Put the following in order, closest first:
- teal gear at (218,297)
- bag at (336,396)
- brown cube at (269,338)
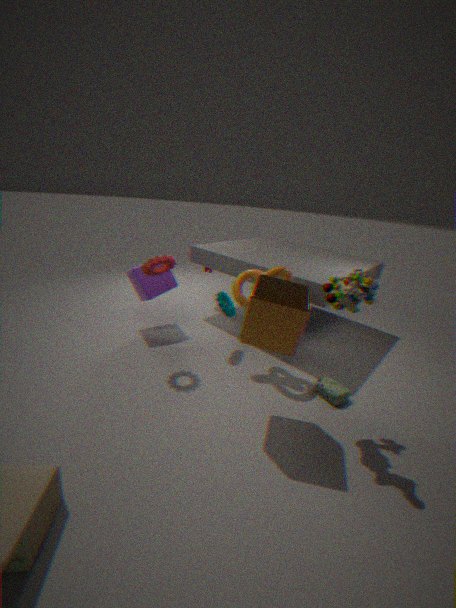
brown cube at (269,338)
bag at (336,396)
teal gear at (218,297)
